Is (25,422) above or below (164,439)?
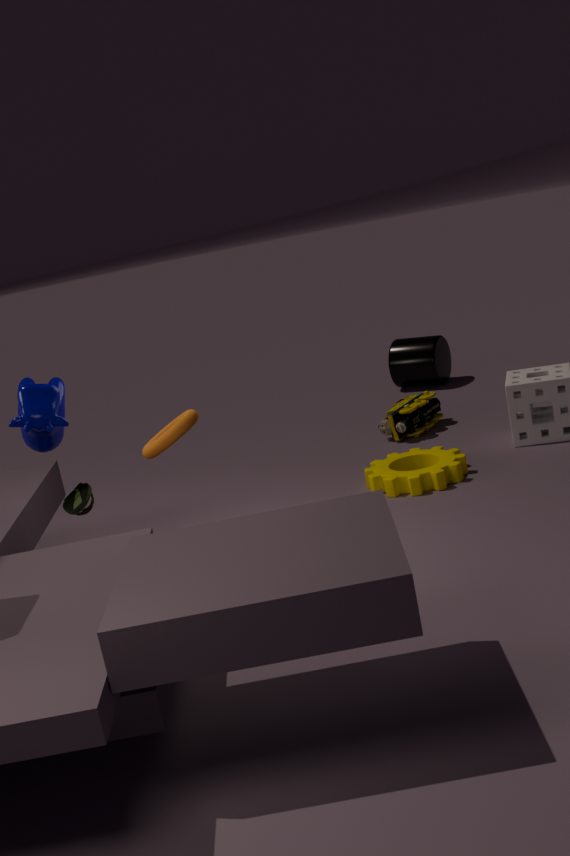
above
